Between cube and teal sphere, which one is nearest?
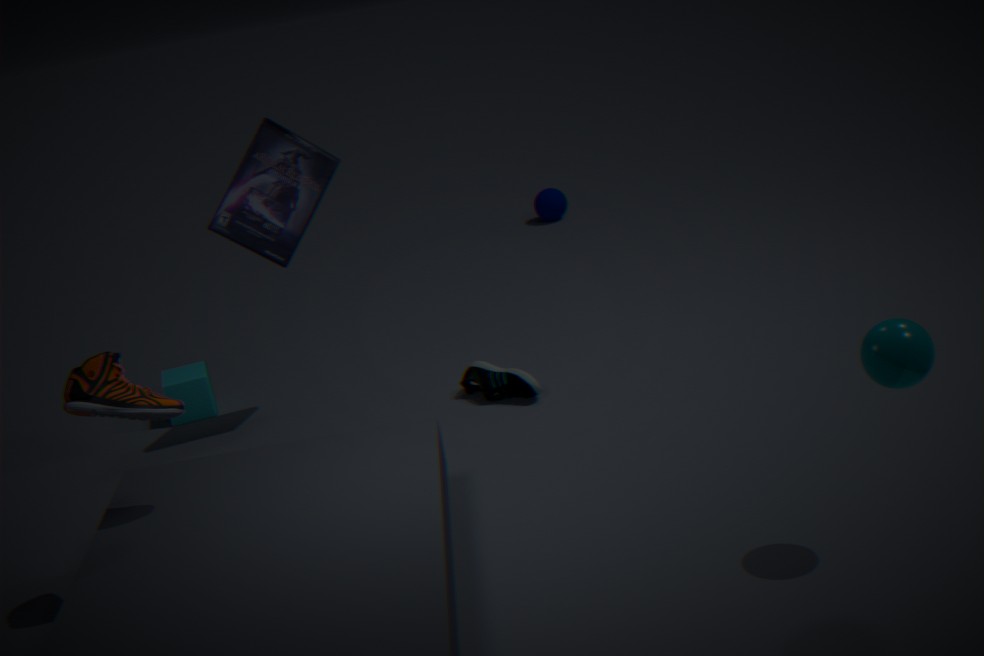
teal sphere
